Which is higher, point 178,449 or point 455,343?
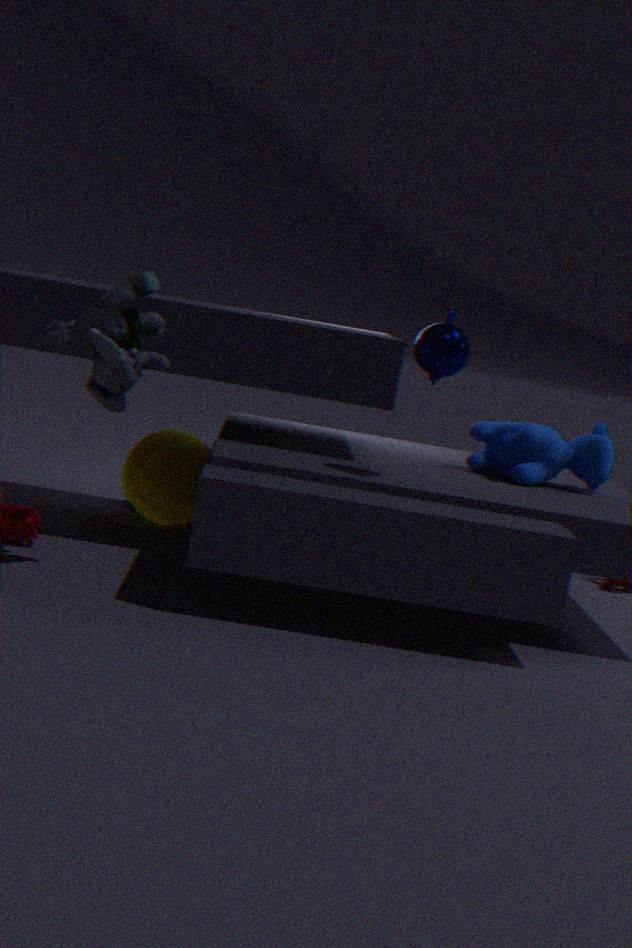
point 455,343
